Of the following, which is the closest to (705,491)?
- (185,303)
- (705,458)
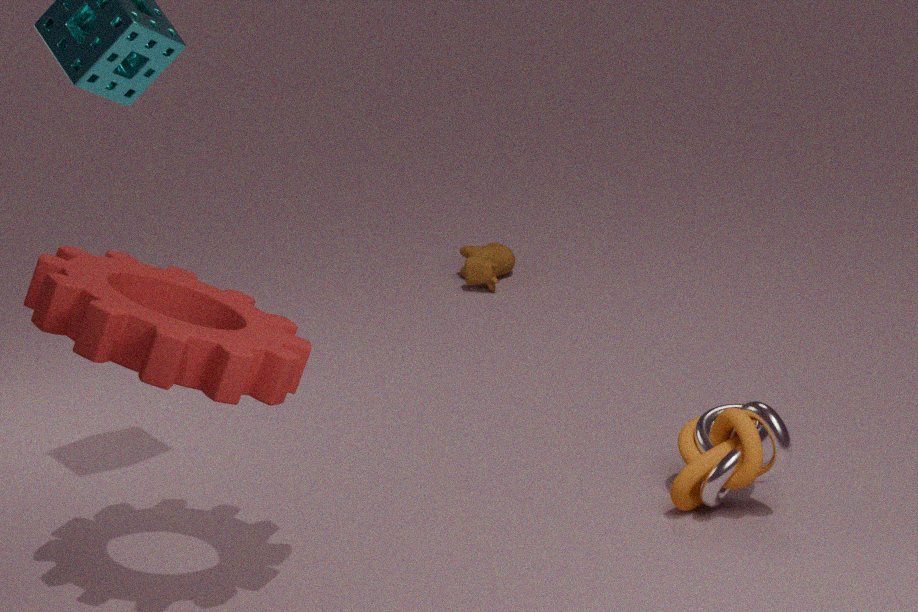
(705,458)
